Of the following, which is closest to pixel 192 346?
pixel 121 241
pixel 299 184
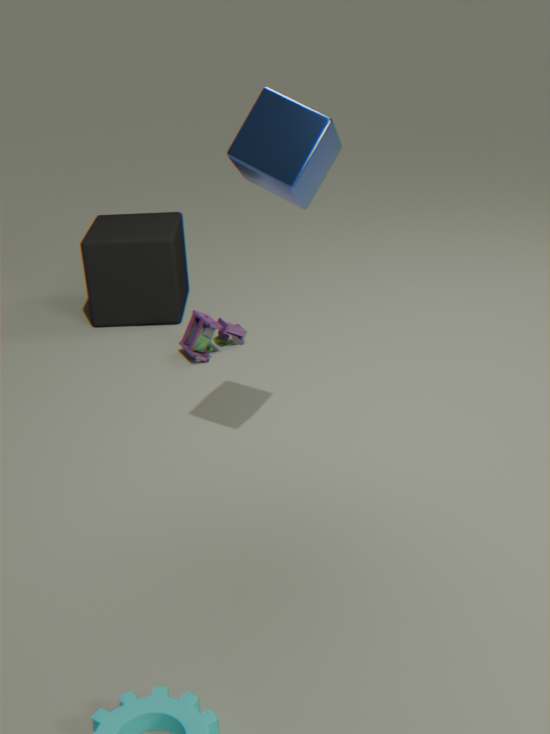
pixel 121 241
